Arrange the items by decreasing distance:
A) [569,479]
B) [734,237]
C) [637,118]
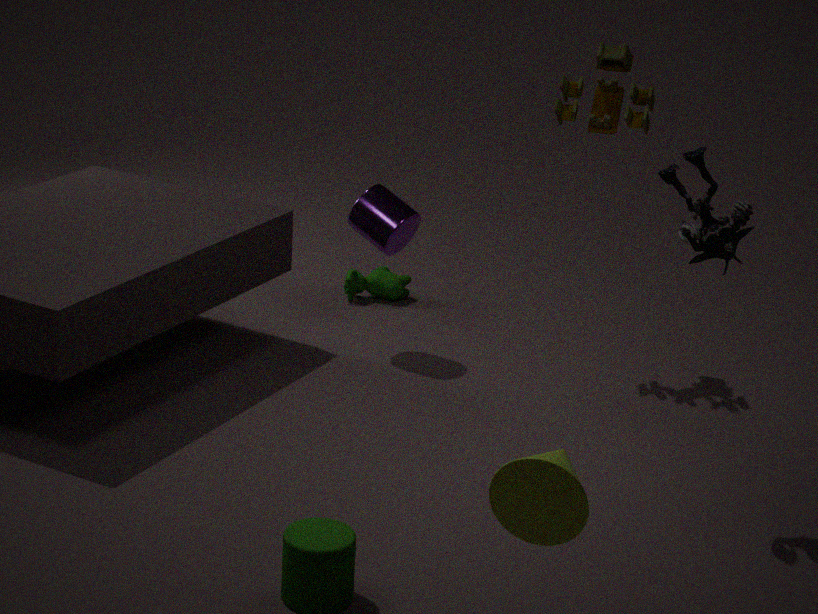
[637,118] < [734,237] < [569,479]
